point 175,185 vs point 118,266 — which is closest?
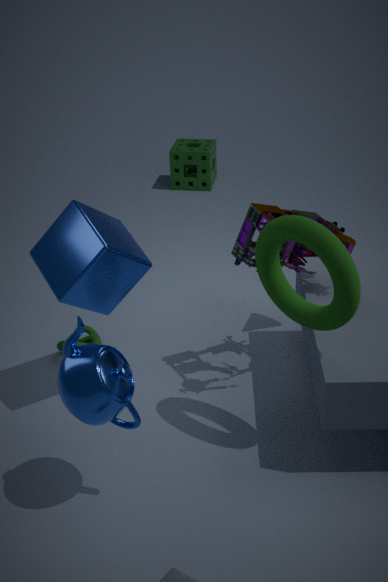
point 118,266
